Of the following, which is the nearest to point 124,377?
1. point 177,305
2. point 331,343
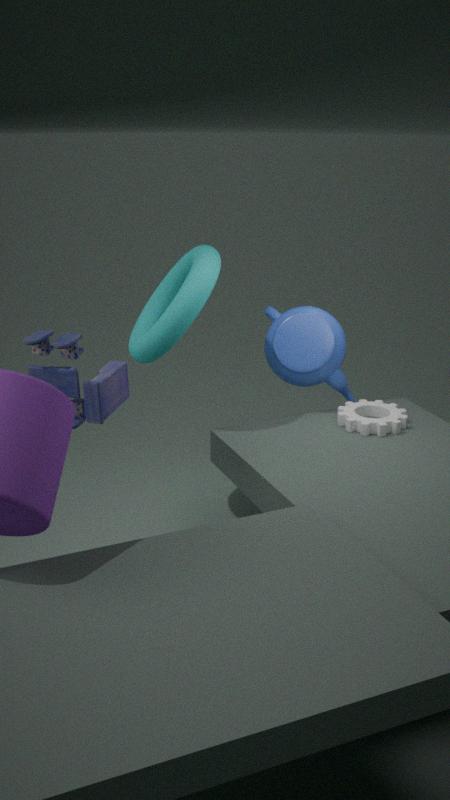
point 177,305
